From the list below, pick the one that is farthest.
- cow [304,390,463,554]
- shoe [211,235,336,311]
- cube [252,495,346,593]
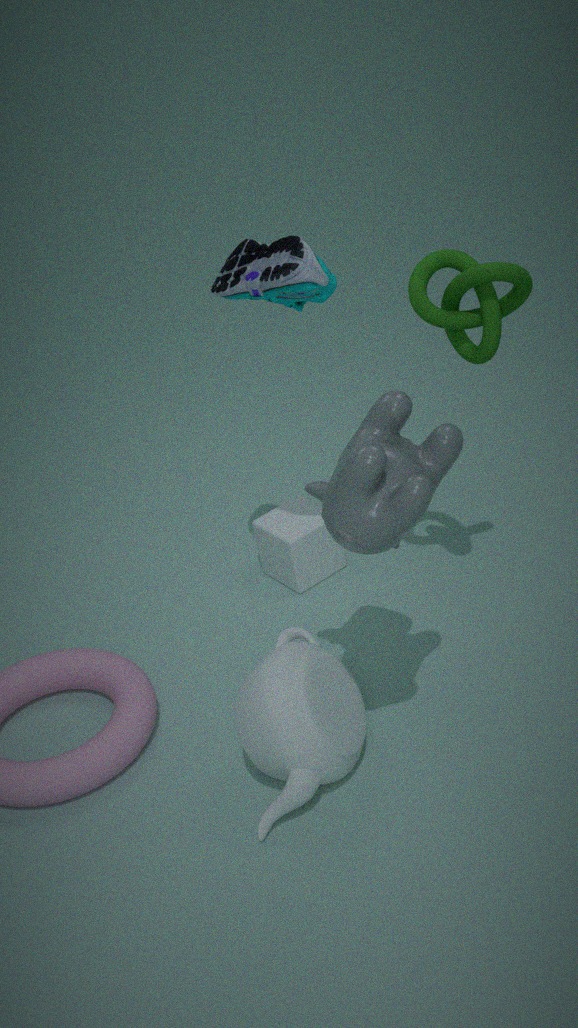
cube [252,495,346,593]
